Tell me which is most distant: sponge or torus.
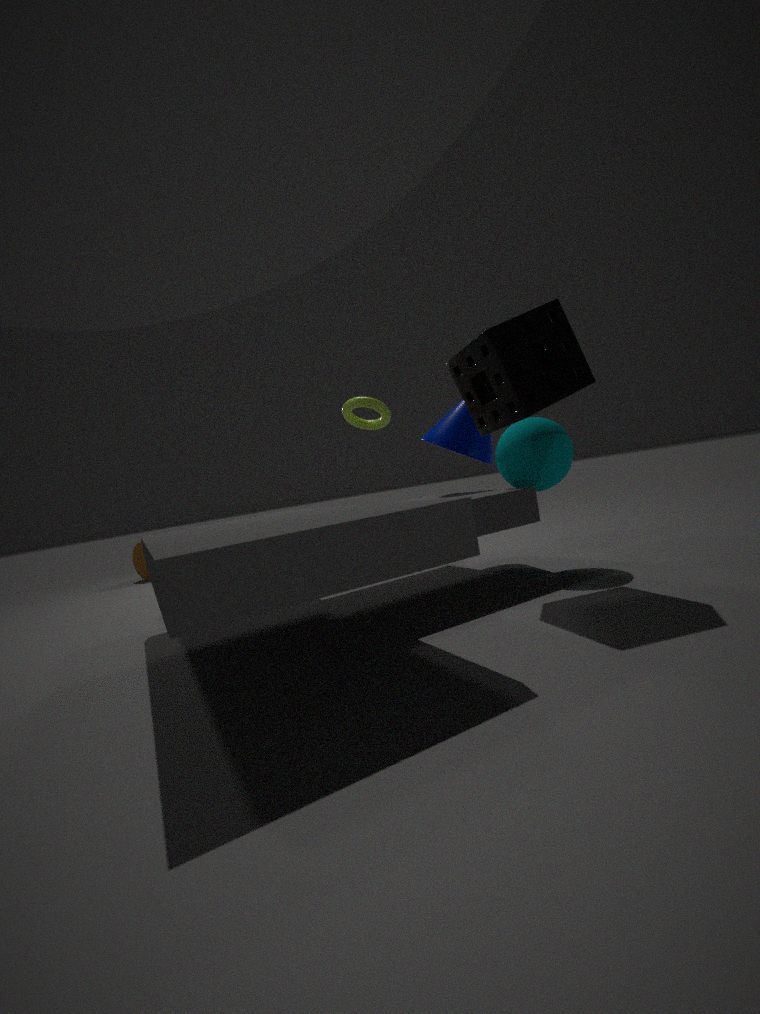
torus
